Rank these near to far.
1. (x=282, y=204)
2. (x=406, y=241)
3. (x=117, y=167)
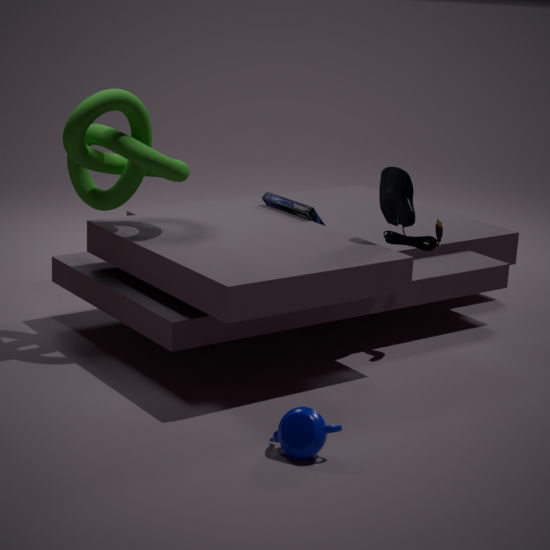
(x=117, y=167), (x=406, y=241), (x=282, y=204)
